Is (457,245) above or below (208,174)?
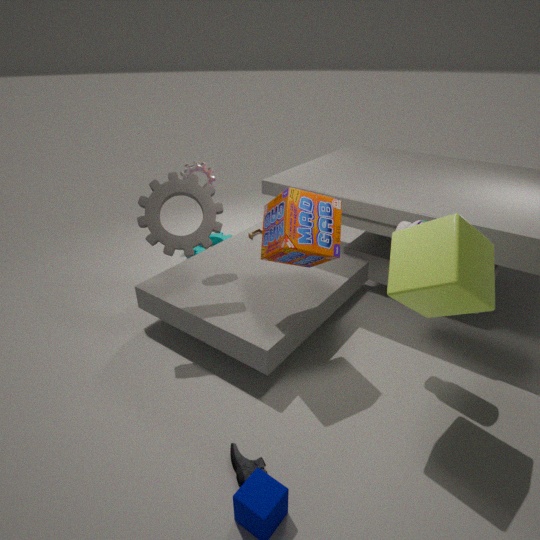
below
